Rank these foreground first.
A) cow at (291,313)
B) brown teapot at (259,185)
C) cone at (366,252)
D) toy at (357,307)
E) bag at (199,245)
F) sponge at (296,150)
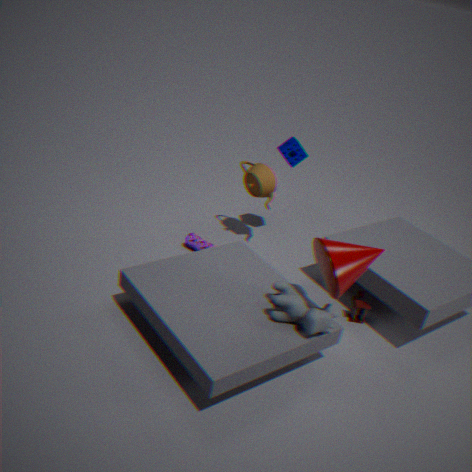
cone at (366,252)
cow at (291,313)
toy at (357,307)
sponge at (296,150)
brown teapot at (259,185)
bag at (199,245)
